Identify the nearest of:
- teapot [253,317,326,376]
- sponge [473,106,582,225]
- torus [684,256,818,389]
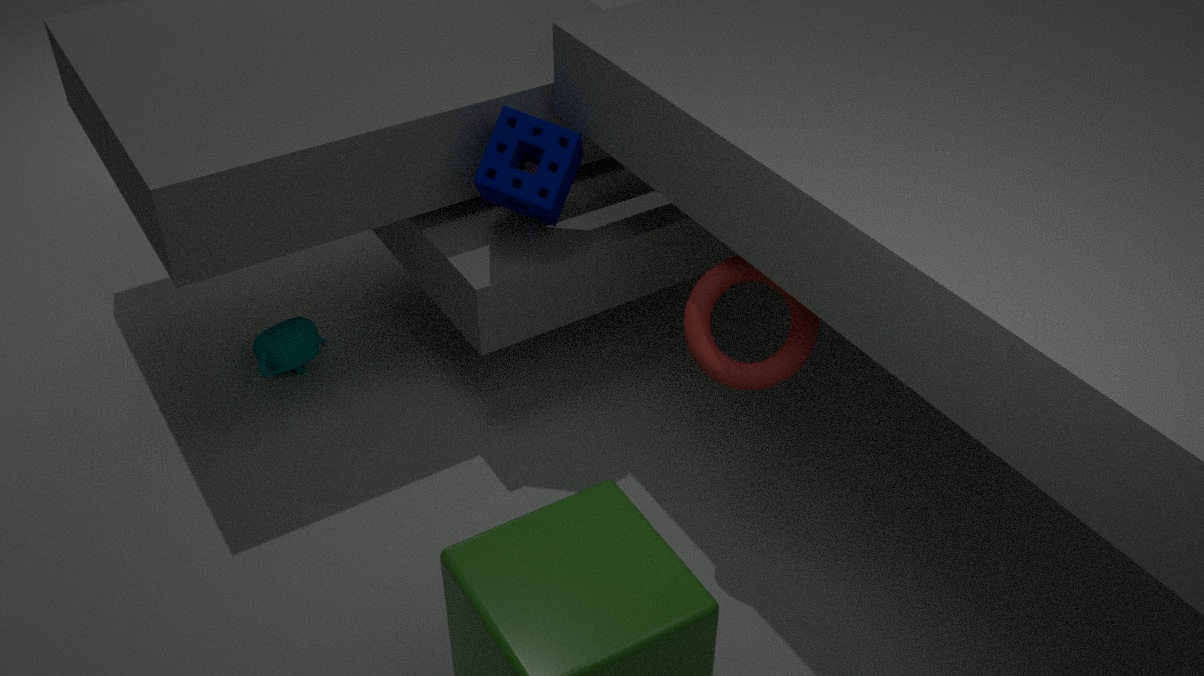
torus [684,256,818,389]
